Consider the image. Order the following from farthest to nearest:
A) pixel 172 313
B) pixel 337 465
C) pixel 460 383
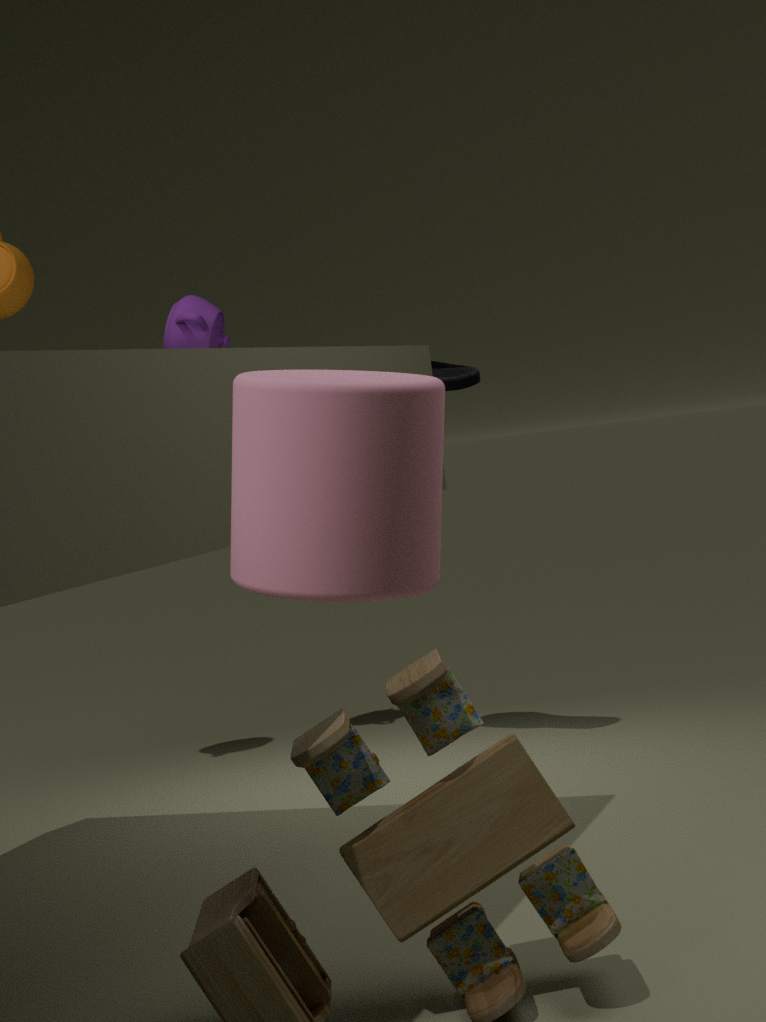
pixel 172 313 → pixel 460 383 → pixel 337 465
